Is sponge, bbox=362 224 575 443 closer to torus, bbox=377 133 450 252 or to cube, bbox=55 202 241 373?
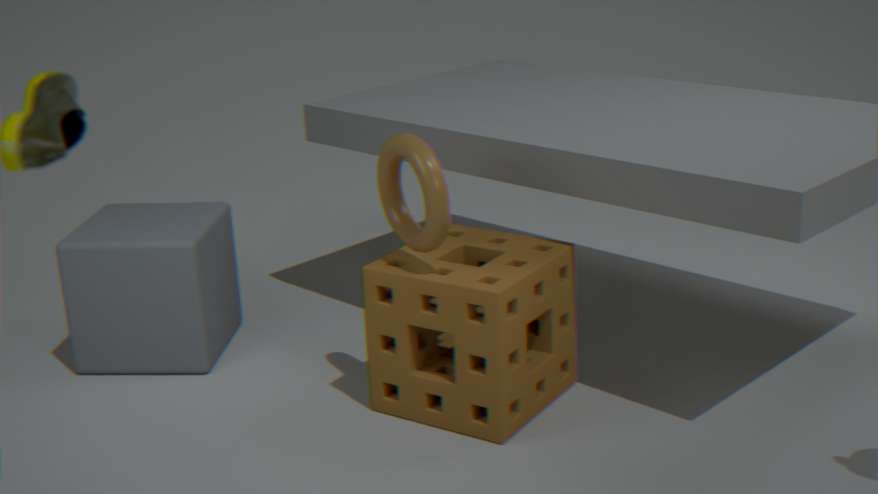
torus, bbox=377 133 450 252
